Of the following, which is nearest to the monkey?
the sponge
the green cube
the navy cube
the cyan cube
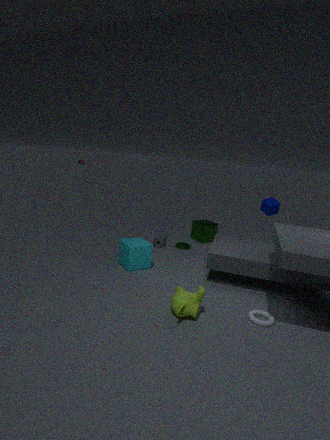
the cyan cube
